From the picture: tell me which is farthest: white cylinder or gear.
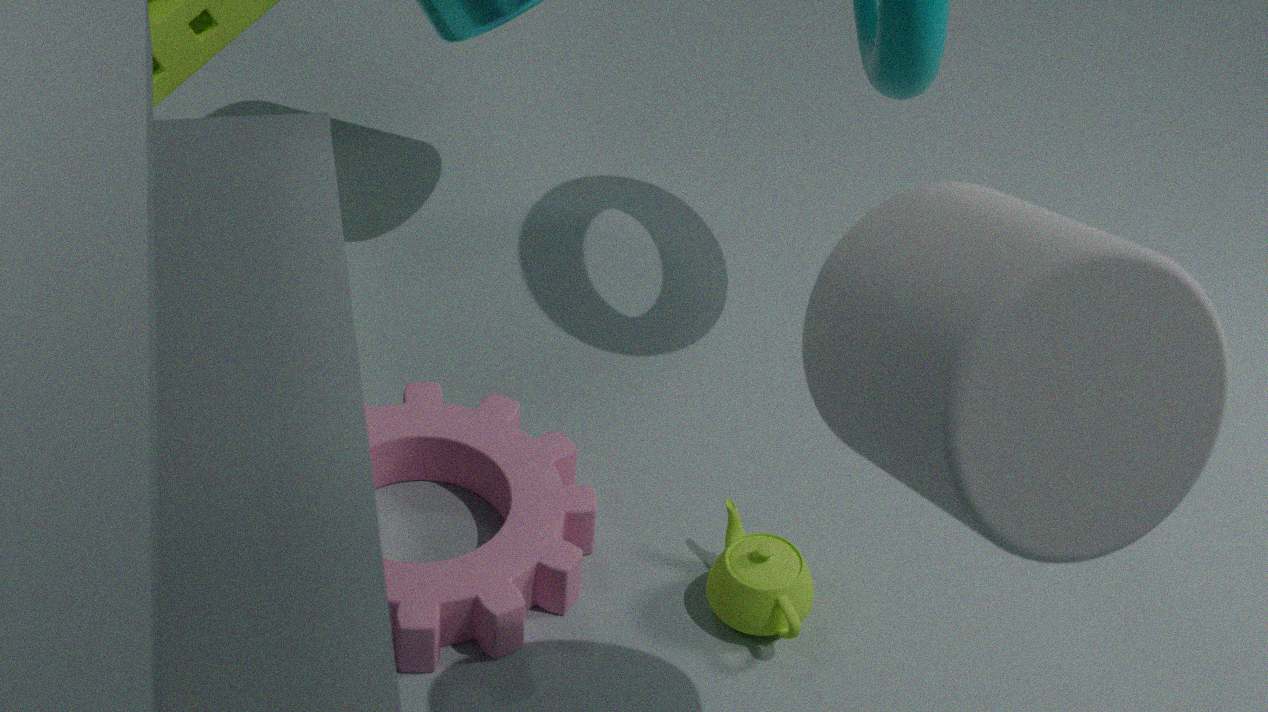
gear
